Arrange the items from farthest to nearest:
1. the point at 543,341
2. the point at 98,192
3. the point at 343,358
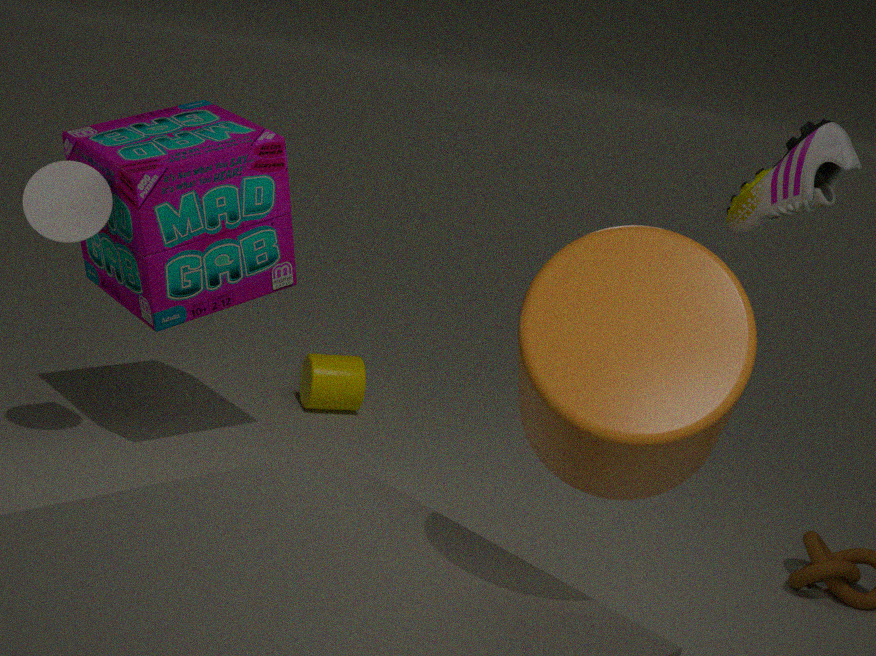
the point at 343,358
the point at 98,192
the point at 543,341
